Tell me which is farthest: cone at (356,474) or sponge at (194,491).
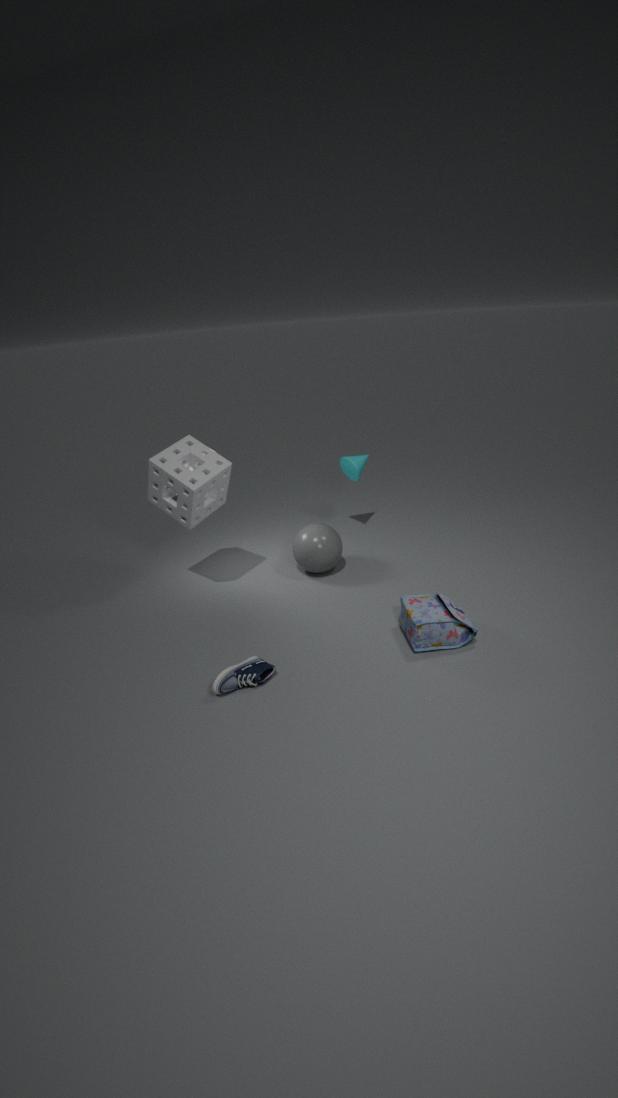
cone at (356,474)
